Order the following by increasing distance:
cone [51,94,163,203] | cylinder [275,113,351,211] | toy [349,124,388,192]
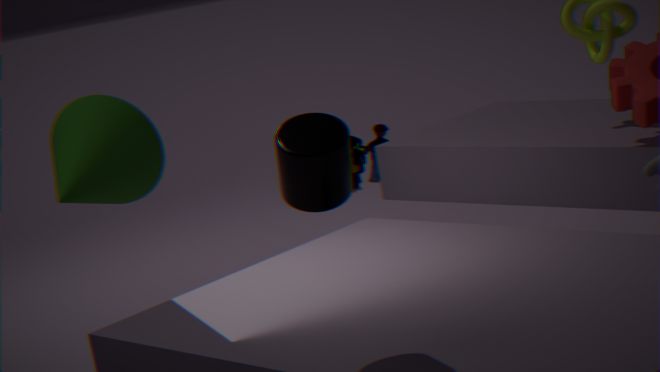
1. cylinder [275,113,351,211]
2. cone [51,94,163,203]
3. toy [349,124,388,192]
